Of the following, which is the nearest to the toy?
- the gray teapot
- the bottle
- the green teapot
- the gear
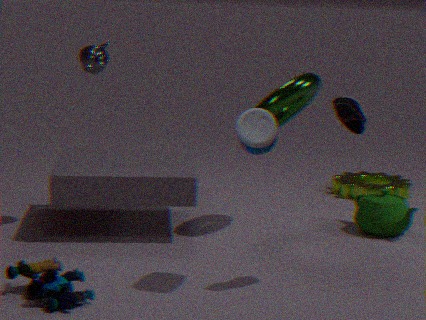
the bottle
